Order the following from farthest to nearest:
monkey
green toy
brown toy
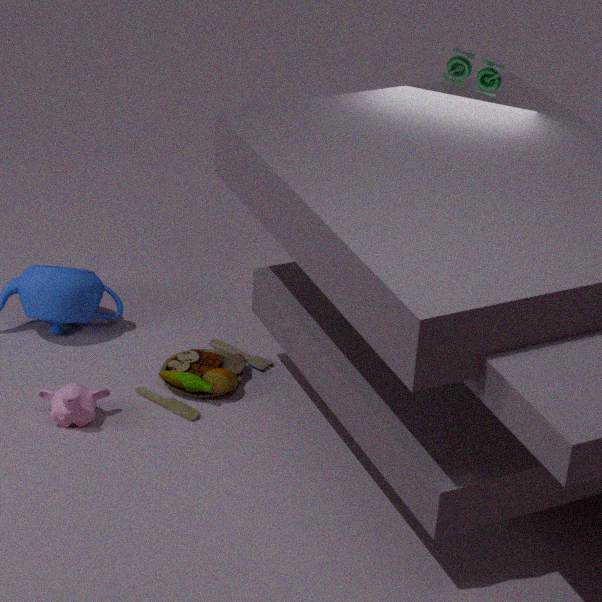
brown toy, green toy, monkey
